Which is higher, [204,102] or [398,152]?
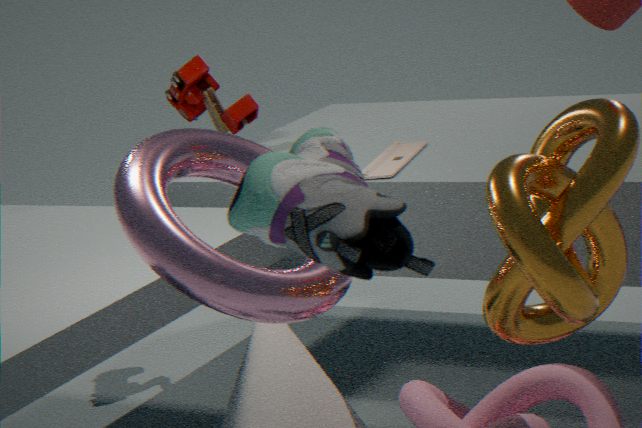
[204,102]
